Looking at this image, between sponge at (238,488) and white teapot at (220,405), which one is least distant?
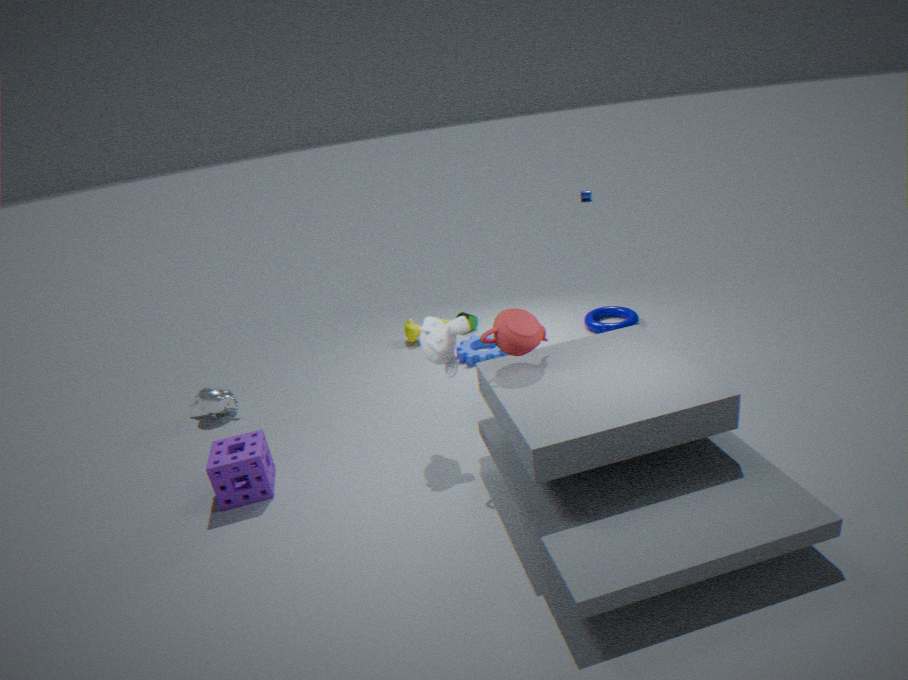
sponge at (238,488)
